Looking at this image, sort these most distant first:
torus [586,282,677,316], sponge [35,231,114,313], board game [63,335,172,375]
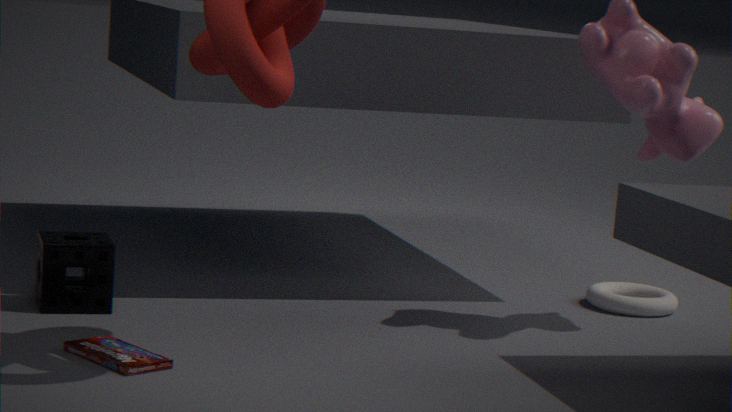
torus [586,282,677,316], sponge [35,231,114,313], board game [63,335,172,375]
